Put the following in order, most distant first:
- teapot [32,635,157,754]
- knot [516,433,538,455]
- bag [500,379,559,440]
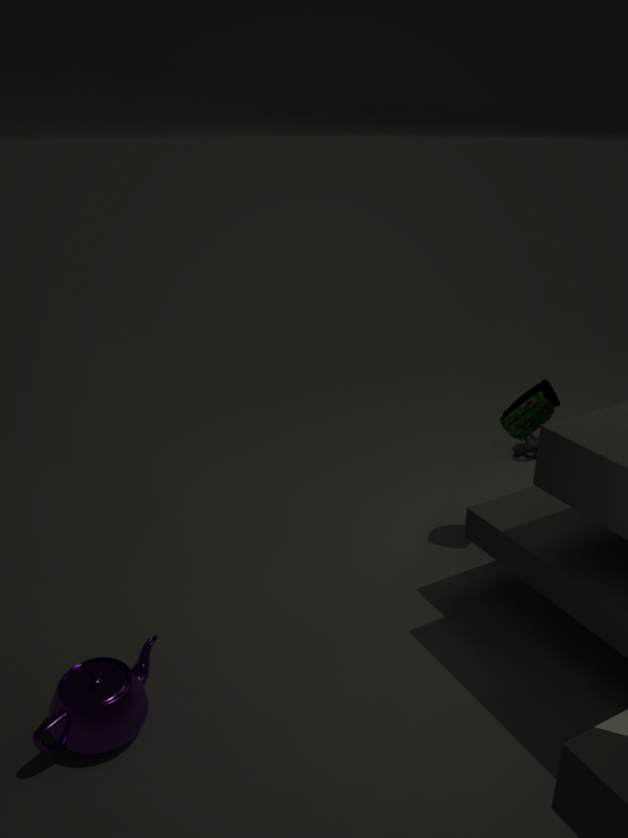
knot [516,433,538,455], bag [500,379,559,440], teapot [32,635,157,754]
